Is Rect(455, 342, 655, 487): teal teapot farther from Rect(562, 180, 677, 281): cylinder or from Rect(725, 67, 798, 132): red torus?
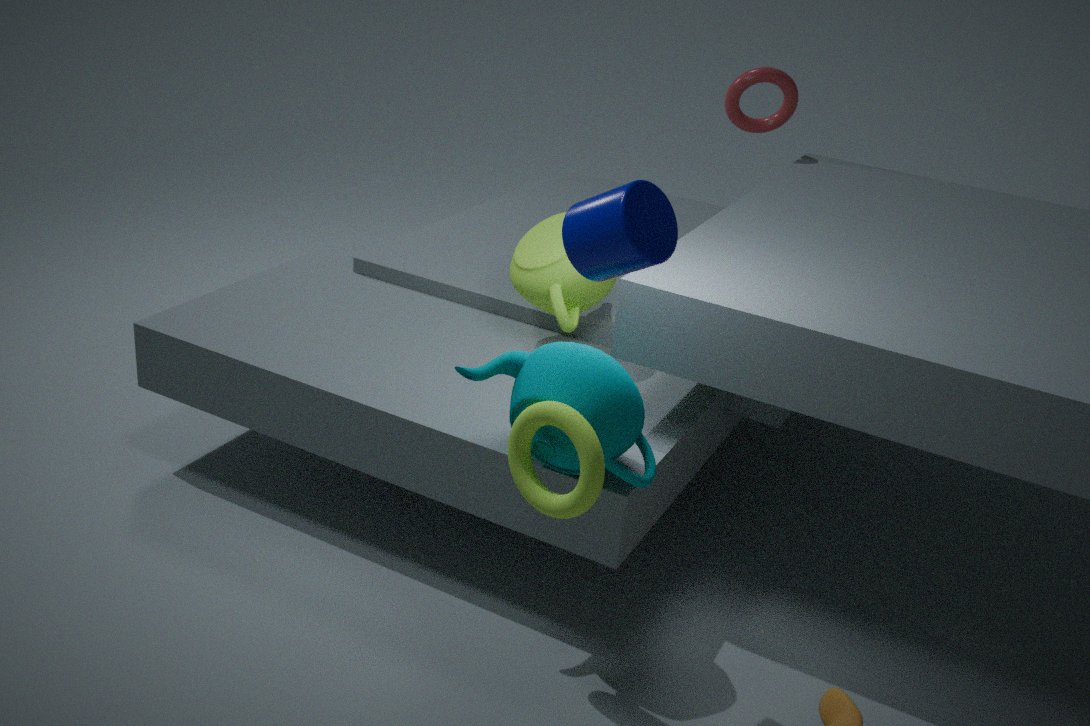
Rect(725, 67, 798, 132): red torus
